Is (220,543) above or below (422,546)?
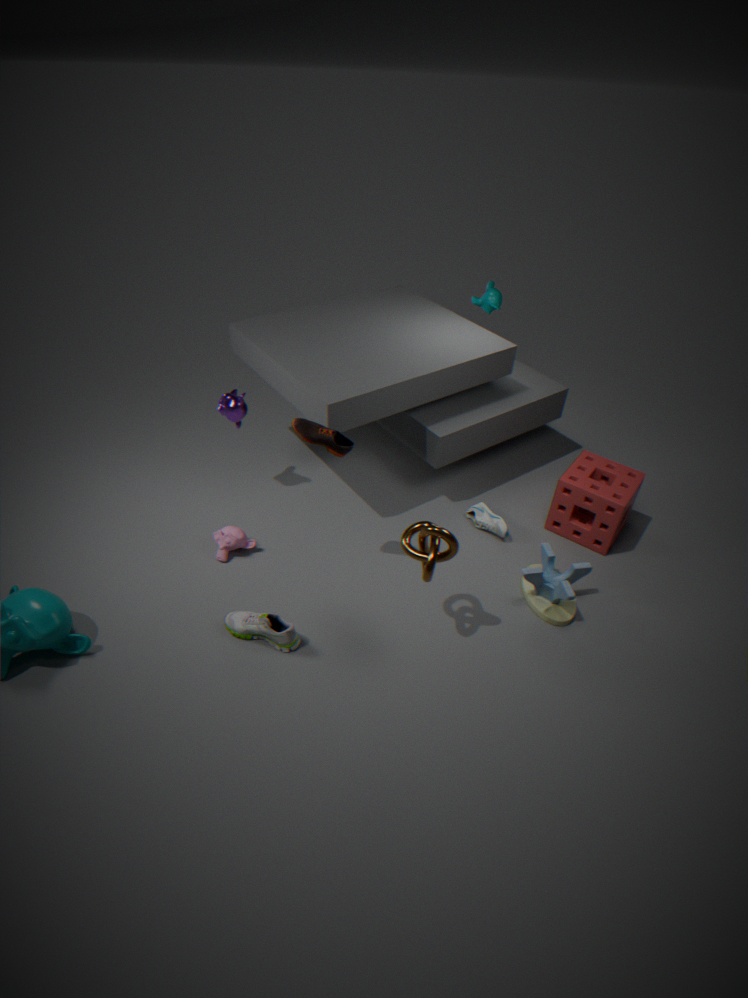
below
